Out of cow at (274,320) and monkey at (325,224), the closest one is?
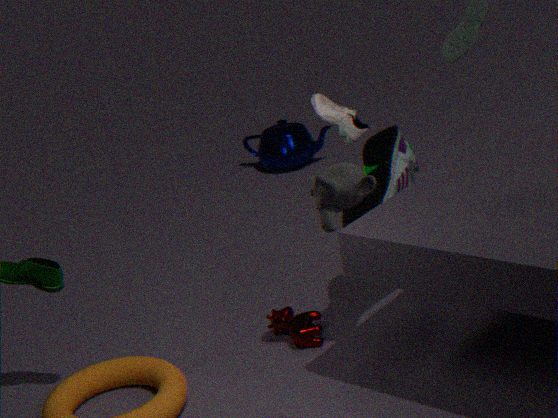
monkey at (325,224)
